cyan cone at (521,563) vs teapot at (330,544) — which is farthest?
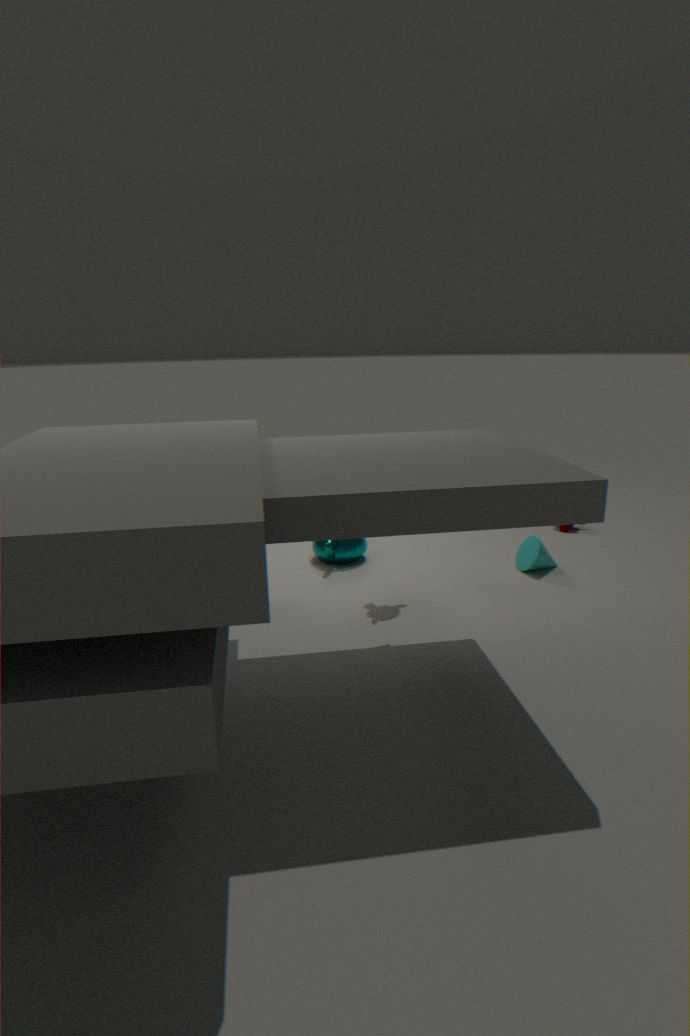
teapot at (330,544)
